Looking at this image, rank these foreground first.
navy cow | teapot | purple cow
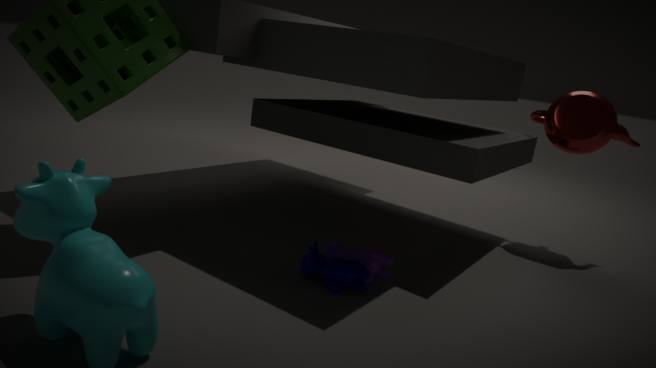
navy cow < purple cow < teapot
